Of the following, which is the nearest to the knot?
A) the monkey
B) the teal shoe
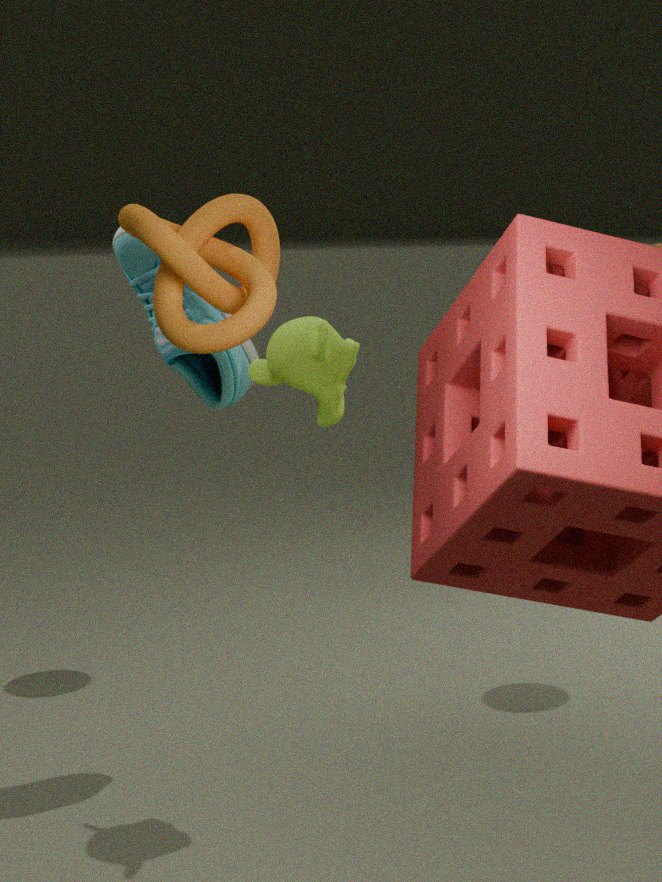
the monkey
